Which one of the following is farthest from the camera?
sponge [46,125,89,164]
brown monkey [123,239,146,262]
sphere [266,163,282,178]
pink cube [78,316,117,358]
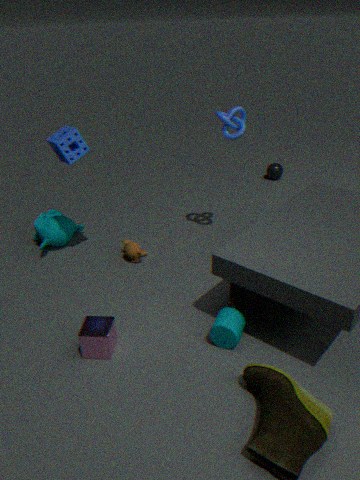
sphere [266,163,282,178]
